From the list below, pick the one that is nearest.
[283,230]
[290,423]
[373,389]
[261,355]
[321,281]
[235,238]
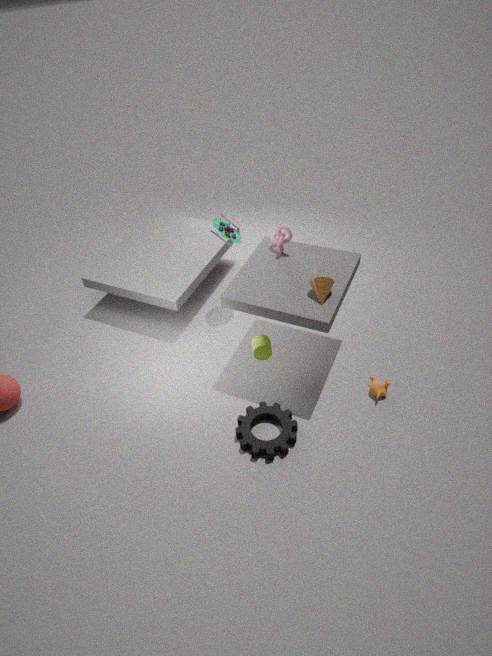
[321,281]
